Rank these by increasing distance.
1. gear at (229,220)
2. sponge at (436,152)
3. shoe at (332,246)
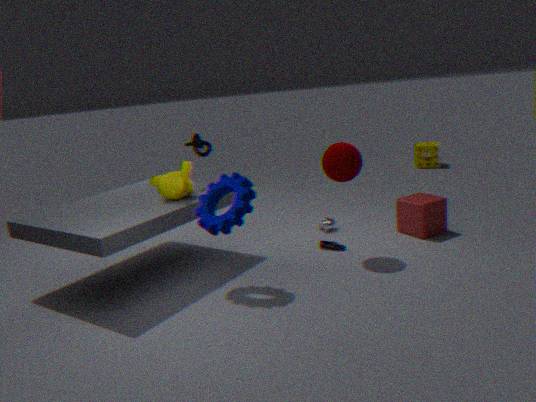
gear at (229,220) → shoe at (332,246) → sponge at (436,152)
